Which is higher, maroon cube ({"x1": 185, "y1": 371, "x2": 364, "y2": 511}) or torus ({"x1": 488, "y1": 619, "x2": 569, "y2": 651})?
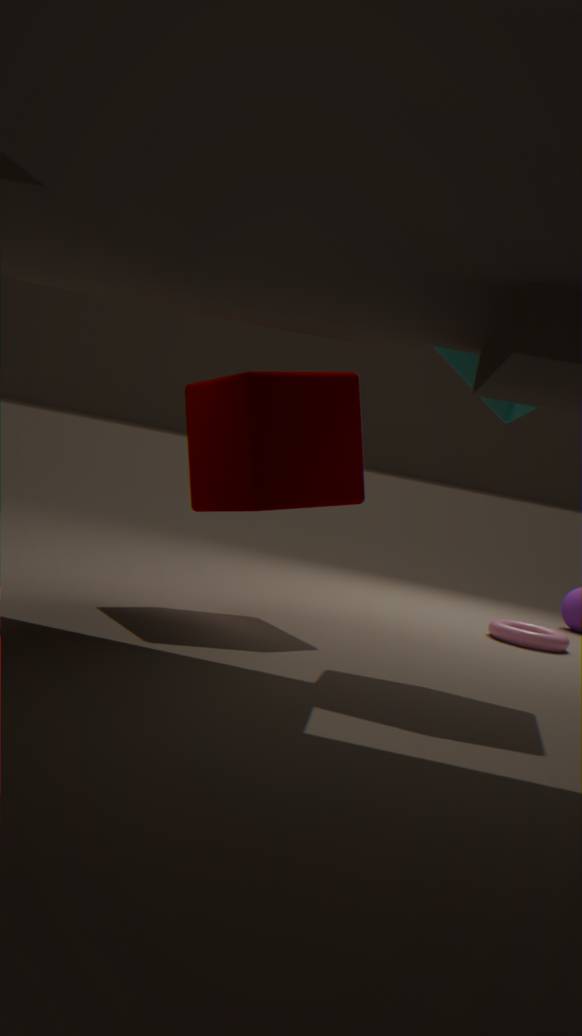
maroon cube ({"x1": 185, "y1": 371, "x2": 364, "y2": 511})
